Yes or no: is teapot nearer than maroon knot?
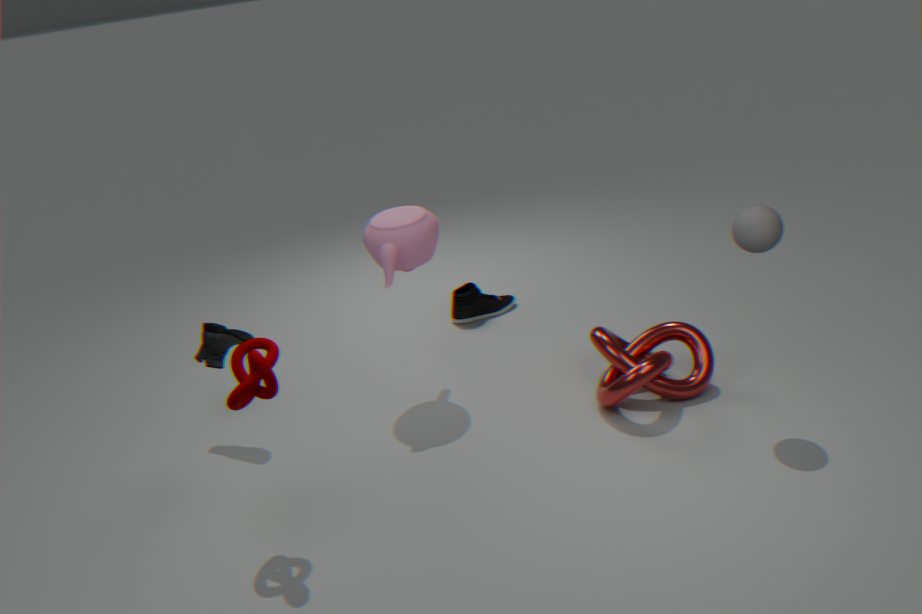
No
